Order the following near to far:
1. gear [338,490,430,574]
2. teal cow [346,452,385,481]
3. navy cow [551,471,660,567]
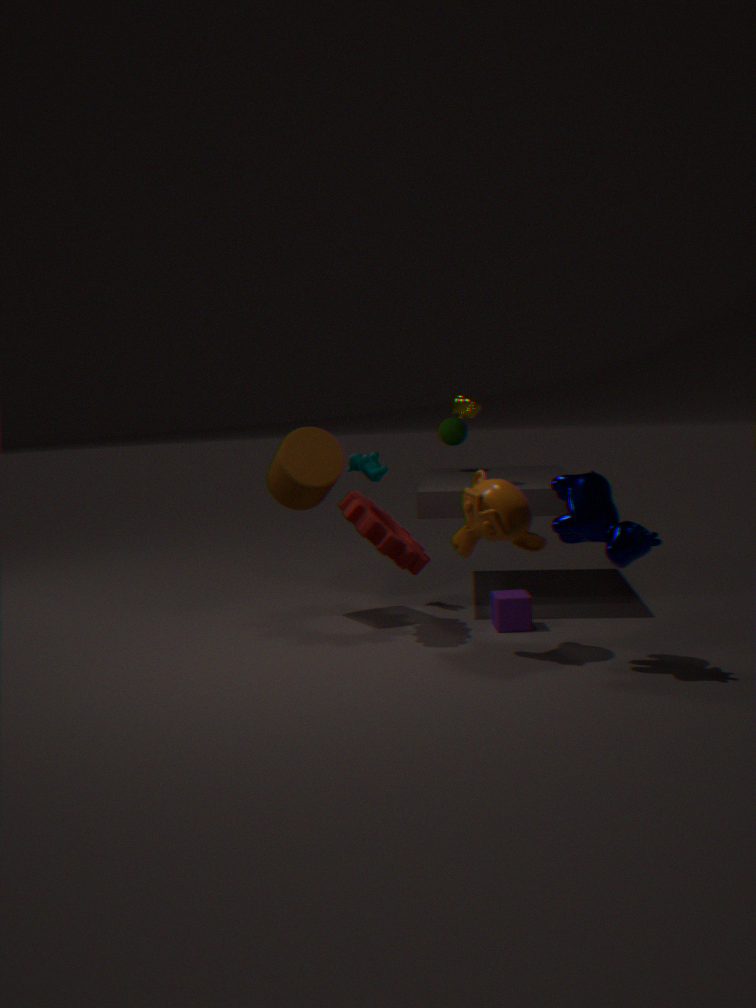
navy cow [551,471,660,567] → gear [338,490,430,574] → teal cow [346,452,385,481]
